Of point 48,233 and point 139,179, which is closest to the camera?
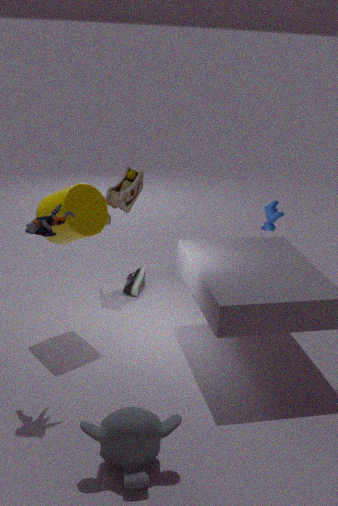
point 48,233
